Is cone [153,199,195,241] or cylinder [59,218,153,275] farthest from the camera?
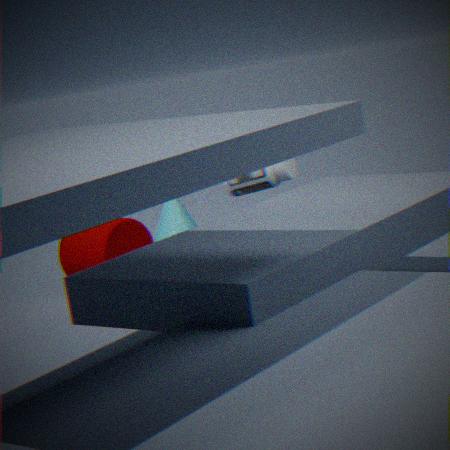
cone [153,199,195,241]
